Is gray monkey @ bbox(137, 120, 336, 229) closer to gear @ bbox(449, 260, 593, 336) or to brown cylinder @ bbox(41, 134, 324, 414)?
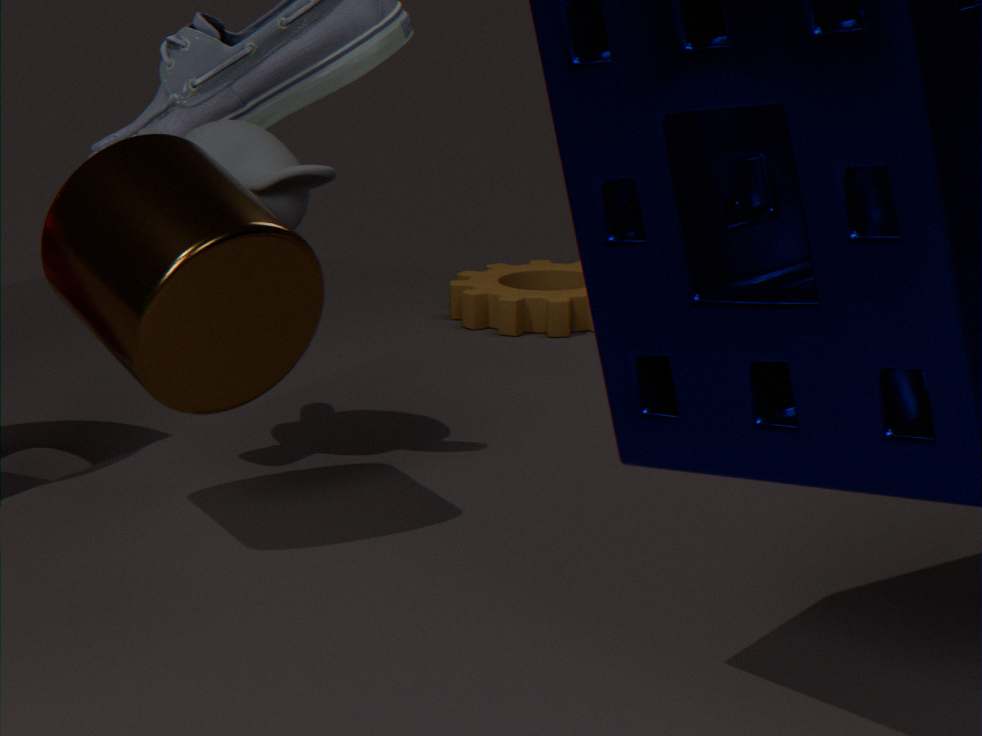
brown cylinder @ bbox(41, 134, 324, 414)
